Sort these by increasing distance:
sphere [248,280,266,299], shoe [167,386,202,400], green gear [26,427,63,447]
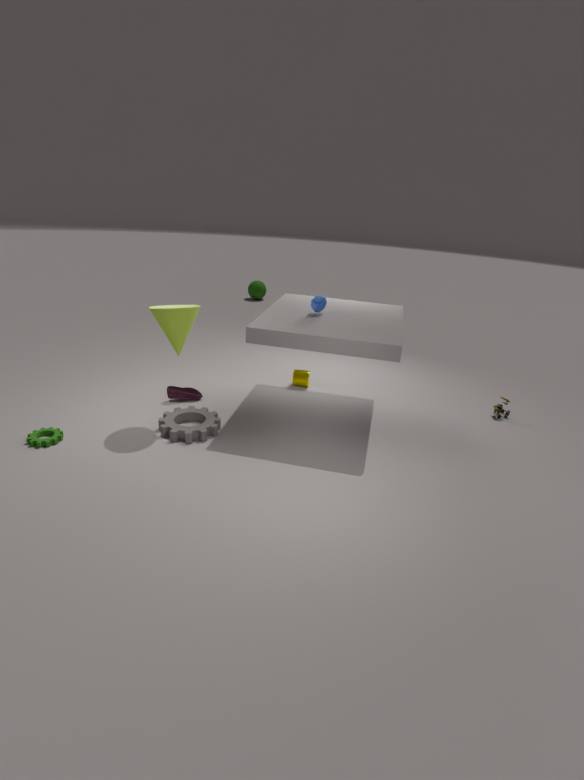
1. green gear [26,427,63,447]
2. shoe [167,386,202,400]
3. sphere [248,280,266,299]
